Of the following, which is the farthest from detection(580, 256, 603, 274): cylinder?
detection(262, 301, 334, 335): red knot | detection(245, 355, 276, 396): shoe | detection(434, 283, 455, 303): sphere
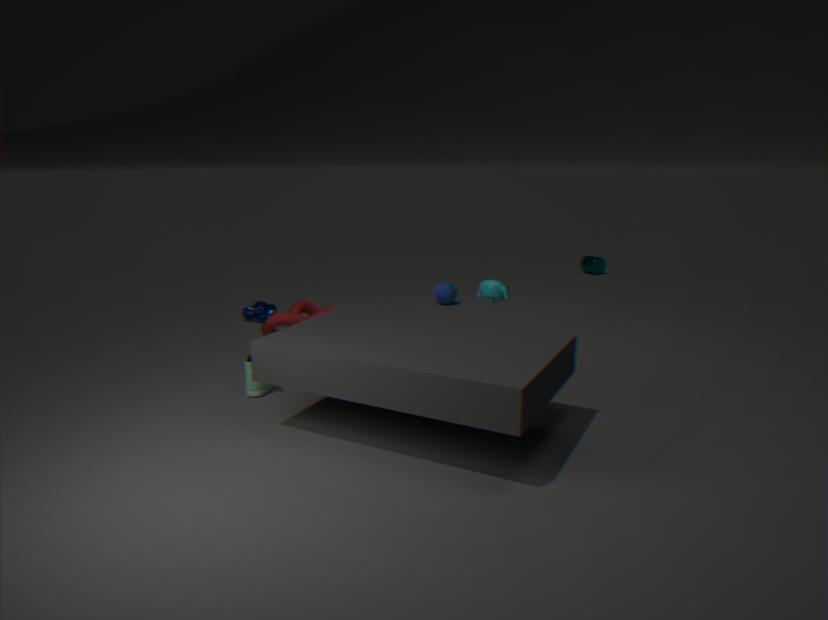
detection(245, 355, 276, 396): shoe
